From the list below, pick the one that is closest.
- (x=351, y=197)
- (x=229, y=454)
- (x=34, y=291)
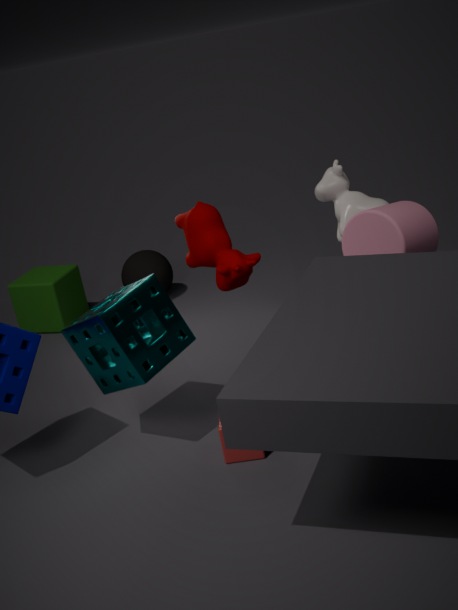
(x=229, y=454)
